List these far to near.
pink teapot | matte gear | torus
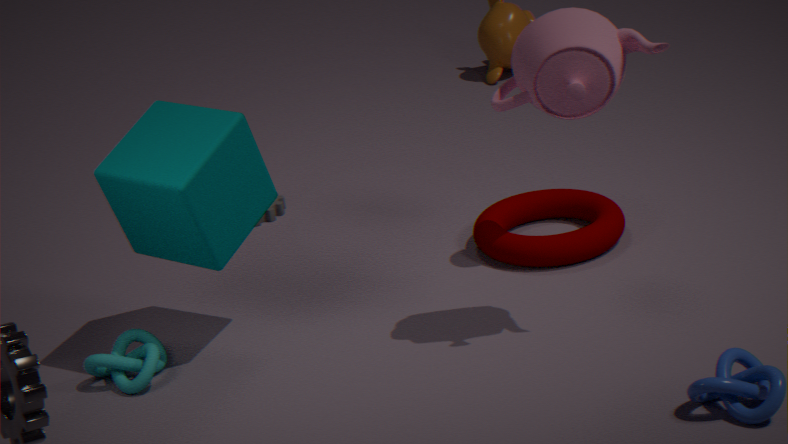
matte gear
torus
pink teapot
